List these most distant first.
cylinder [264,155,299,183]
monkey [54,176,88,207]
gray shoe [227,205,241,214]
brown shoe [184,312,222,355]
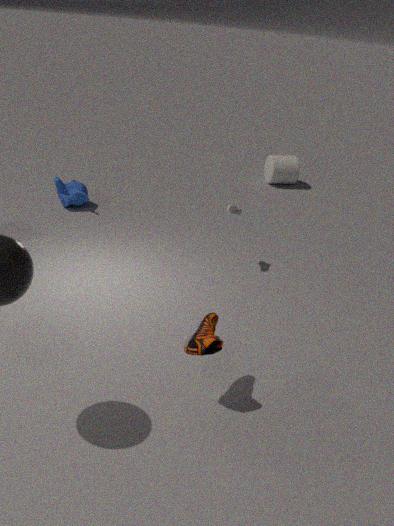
cylinder [264,155,299,183] < monkey [54,176,88,207] < gray shoe [227,205,241,214] < brown shoe [184,312,222,355]
